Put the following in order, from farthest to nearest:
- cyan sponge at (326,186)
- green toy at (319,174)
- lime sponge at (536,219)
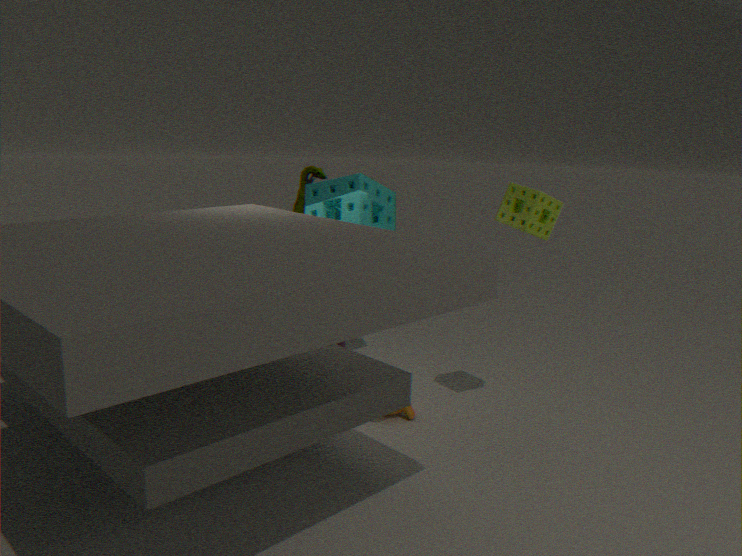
green toy at (319,174) → cyan sponge at (326,186) → lime sponge at (536,219)
